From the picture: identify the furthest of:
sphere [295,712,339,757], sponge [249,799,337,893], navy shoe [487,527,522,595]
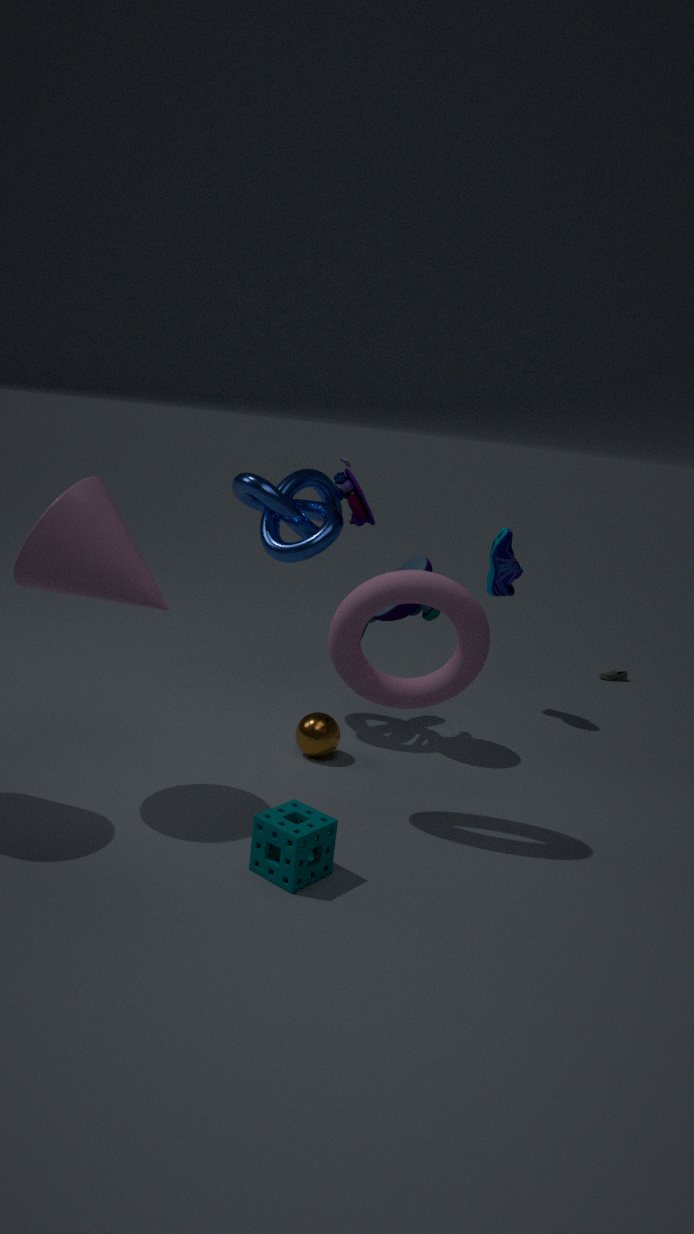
navy shoe [487,527,522,595]
